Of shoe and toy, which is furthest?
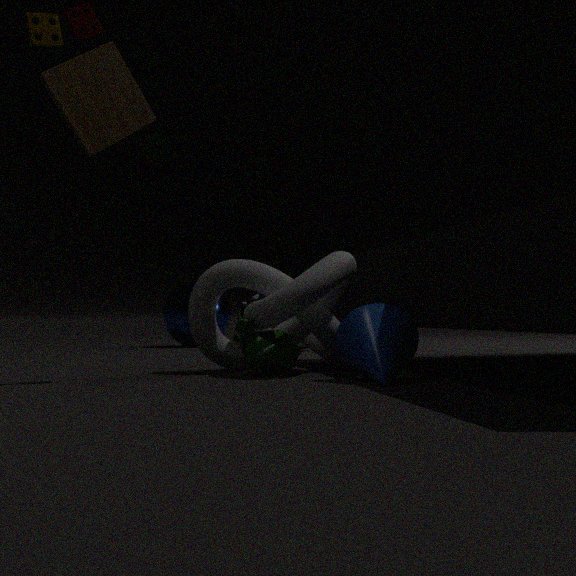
shoe
